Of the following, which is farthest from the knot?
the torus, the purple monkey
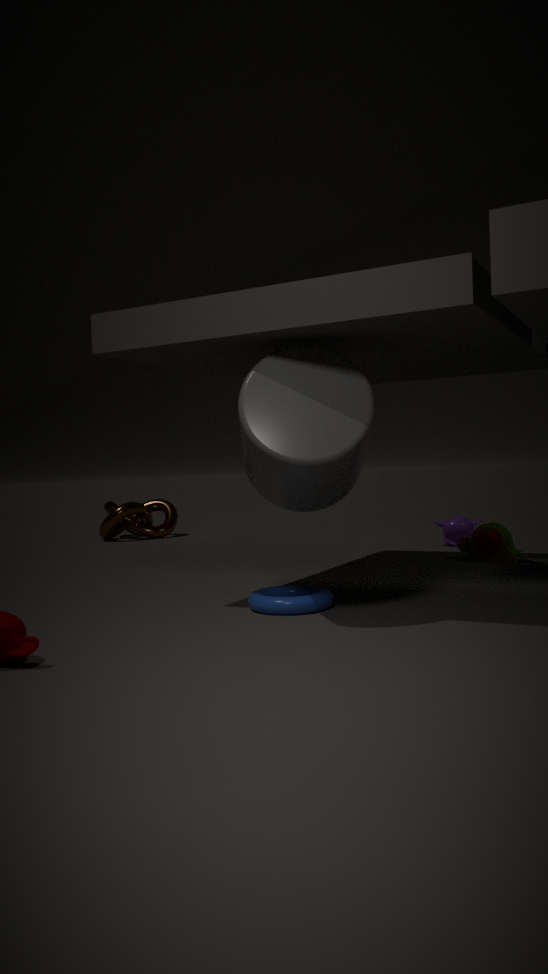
the torus
